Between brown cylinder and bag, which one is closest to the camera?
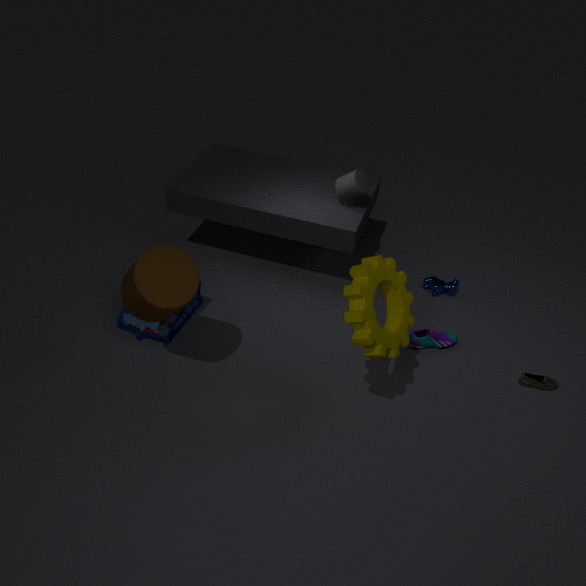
brown cylinder
